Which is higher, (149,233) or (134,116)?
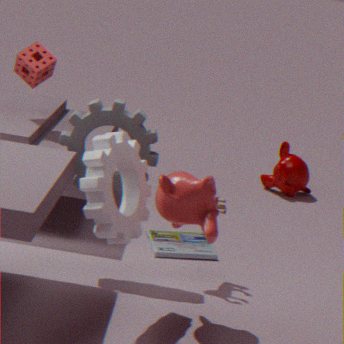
(134,116)
